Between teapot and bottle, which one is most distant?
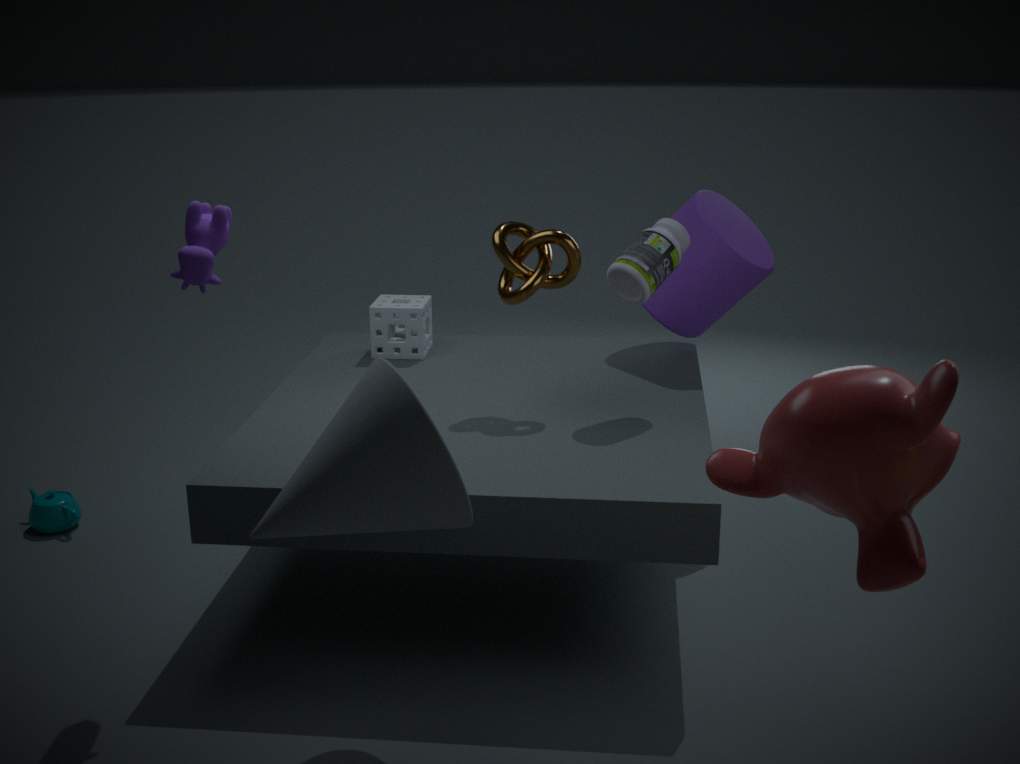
teapot
